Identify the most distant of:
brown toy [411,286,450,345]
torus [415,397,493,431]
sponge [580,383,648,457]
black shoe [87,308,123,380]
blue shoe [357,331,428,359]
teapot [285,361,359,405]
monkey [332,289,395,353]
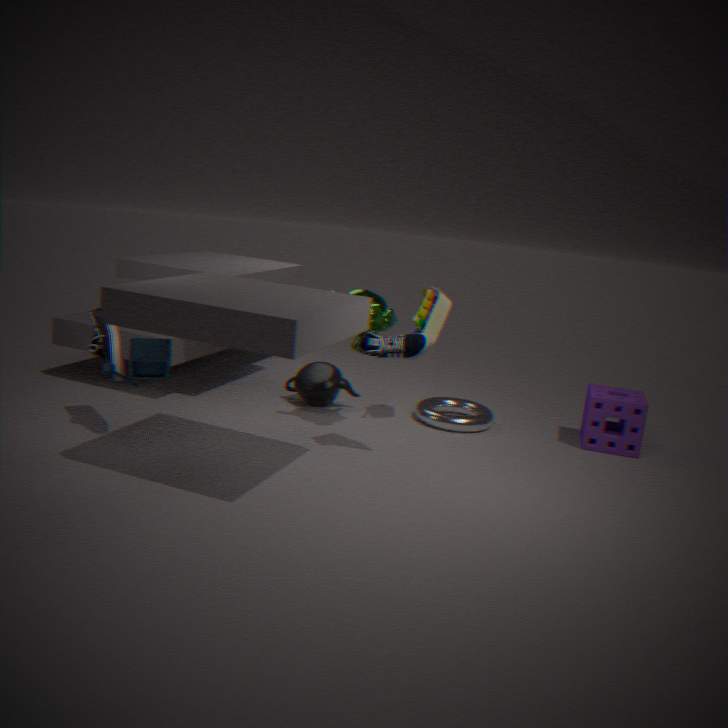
teapot [285,361,359,405]
